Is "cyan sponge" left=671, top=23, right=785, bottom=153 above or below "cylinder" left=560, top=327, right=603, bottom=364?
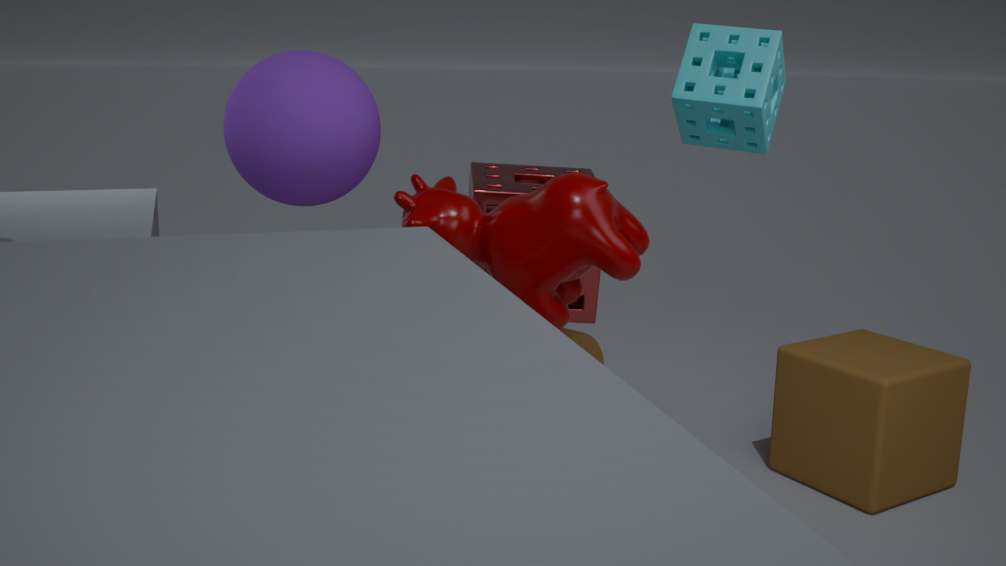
above
